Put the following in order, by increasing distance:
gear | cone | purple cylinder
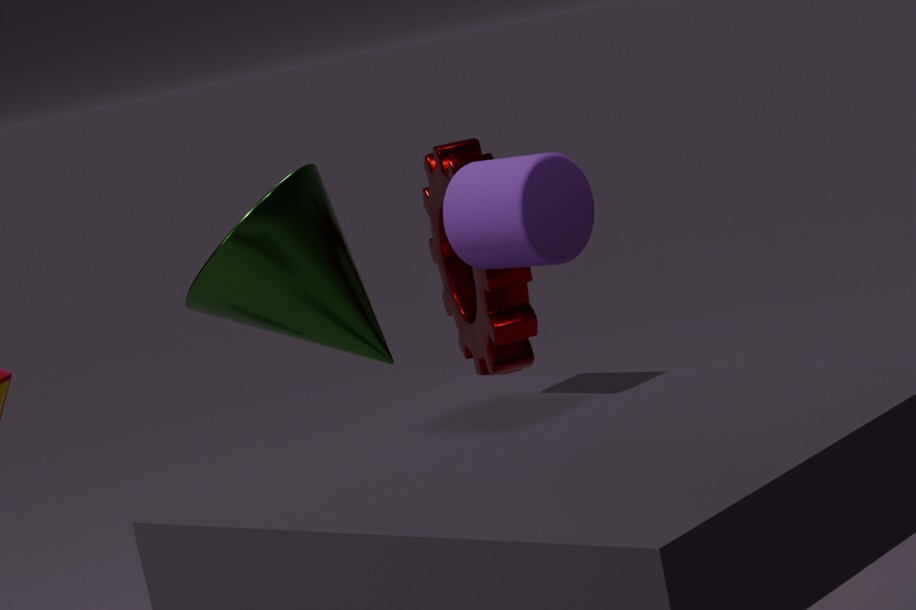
purple cylinder, cone, gear
